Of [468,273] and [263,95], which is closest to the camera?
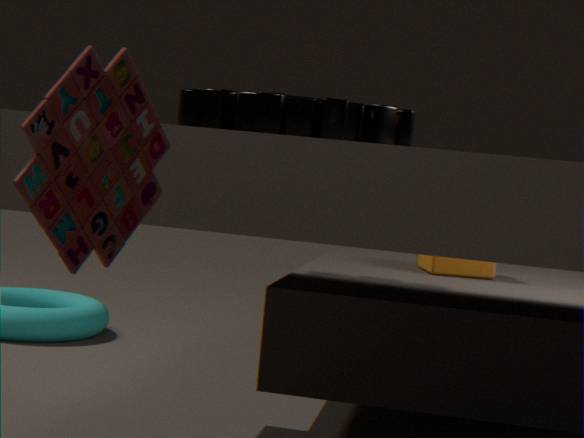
[263,95]
